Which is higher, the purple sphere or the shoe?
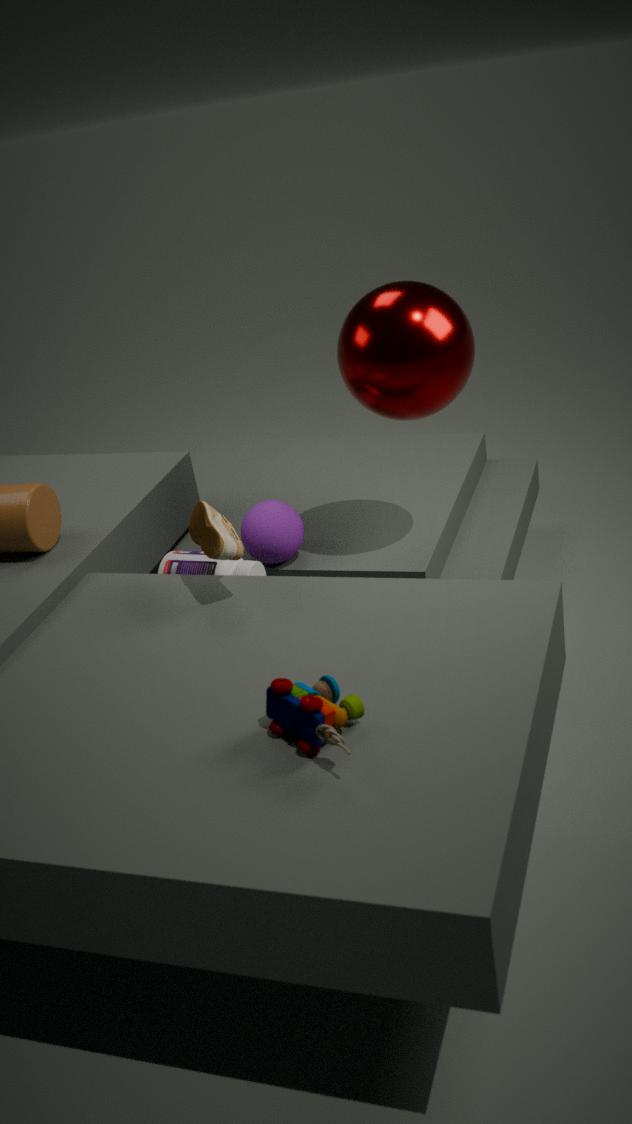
the shoe
